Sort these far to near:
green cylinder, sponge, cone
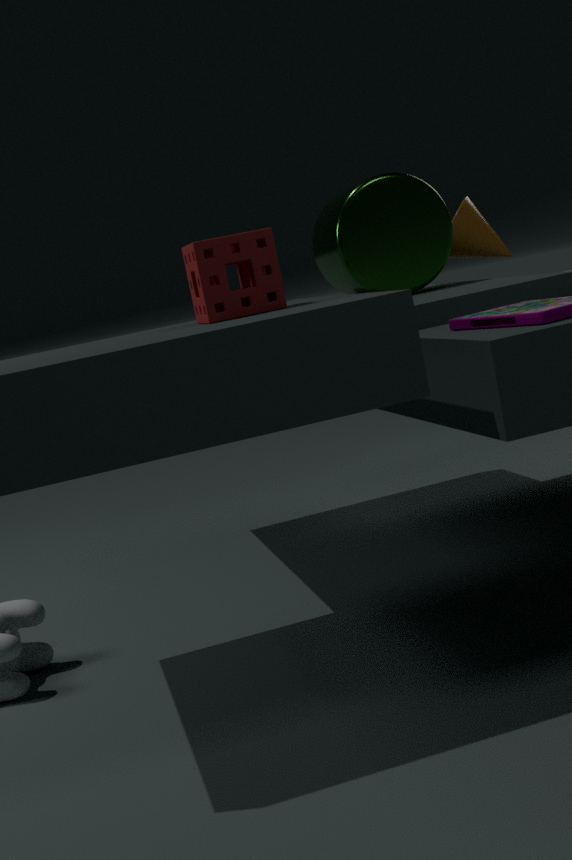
cone → green cylinder → sponge
